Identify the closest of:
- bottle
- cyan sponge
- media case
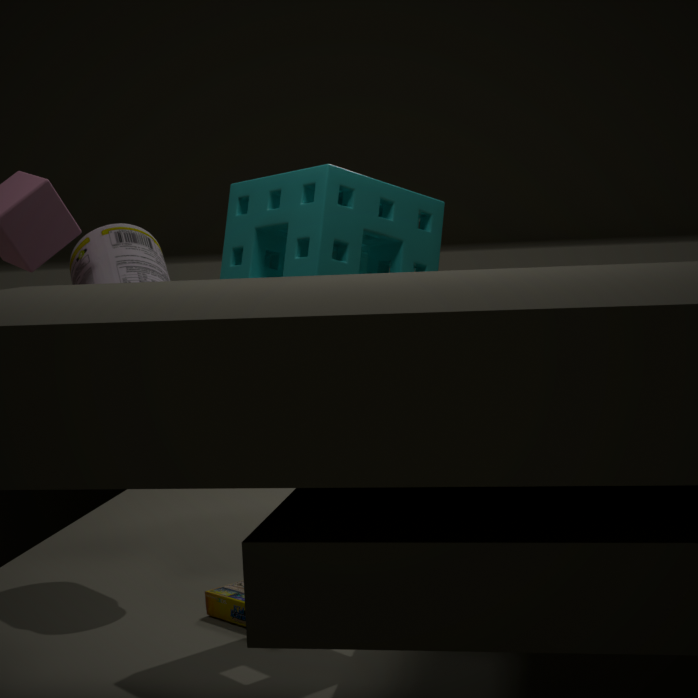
cyan sponge
